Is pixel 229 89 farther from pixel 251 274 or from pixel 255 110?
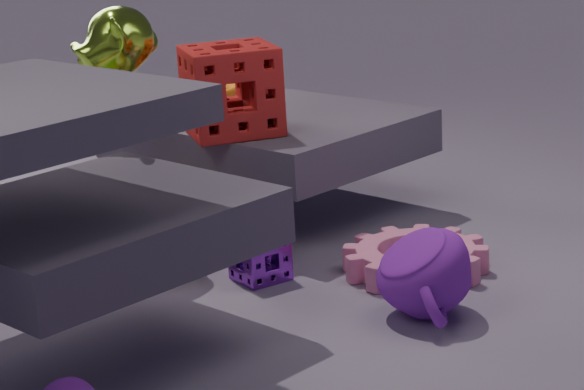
pixel 251 274
